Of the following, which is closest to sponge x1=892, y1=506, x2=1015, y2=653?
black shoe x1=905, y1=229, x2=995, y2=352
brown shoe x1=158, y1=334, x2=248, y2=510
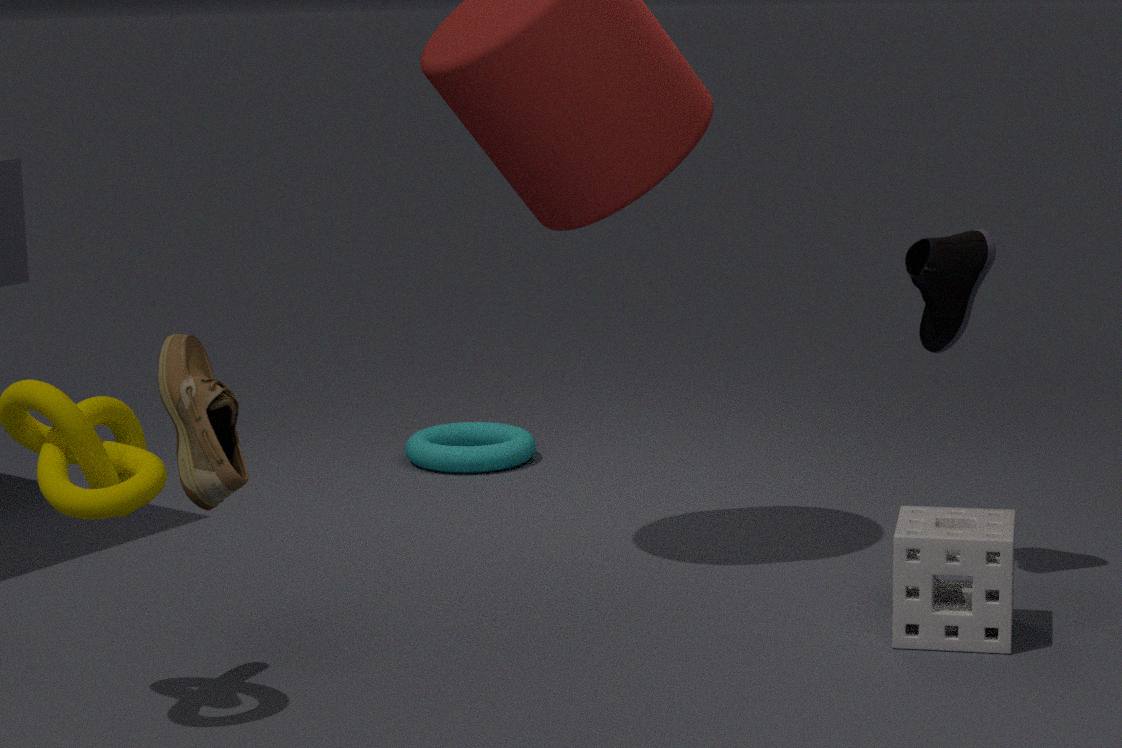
black shoe x1=905, y1=229, x2=995, y2=352
